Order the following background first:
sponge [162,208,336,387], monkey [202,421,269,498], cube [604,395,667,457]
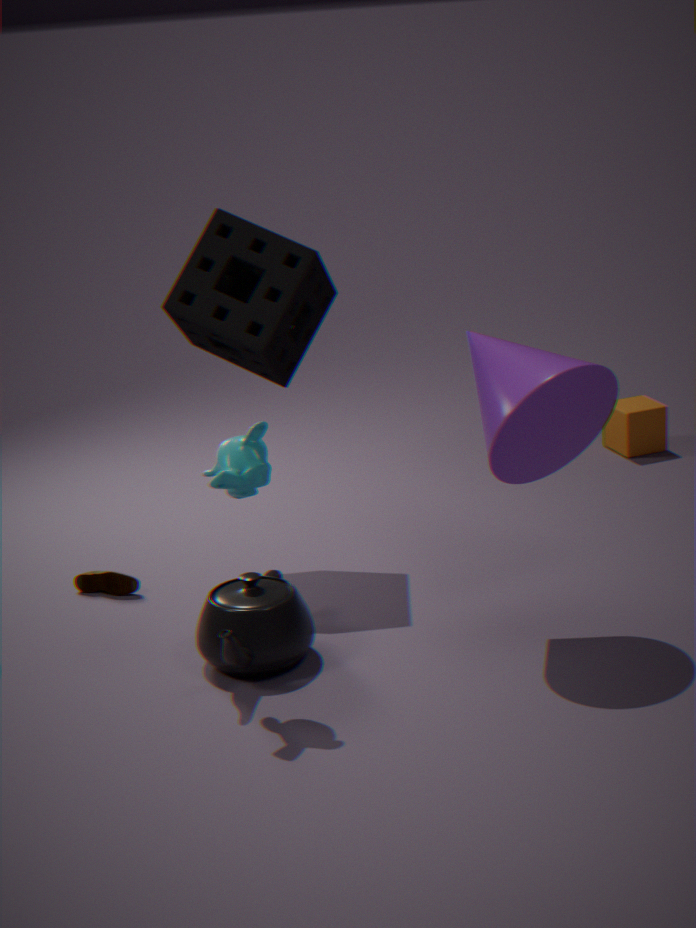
cube [604,395,667,457] → sponge [162,208,336,387] → monkey [202,421,269,498]
